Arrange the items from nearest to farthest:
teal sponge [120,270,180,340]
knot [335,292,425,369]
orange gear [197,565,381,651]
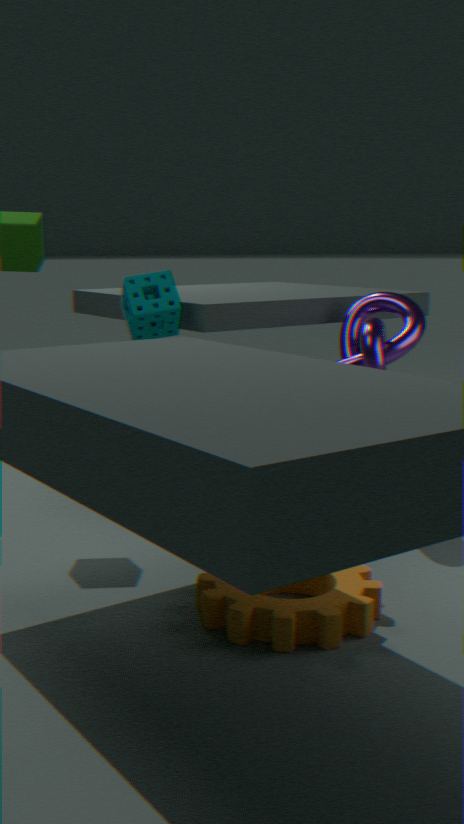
orange gear [197,565,381,651], knot [335,292,425,369], teal sponge [120,270,180,340]
